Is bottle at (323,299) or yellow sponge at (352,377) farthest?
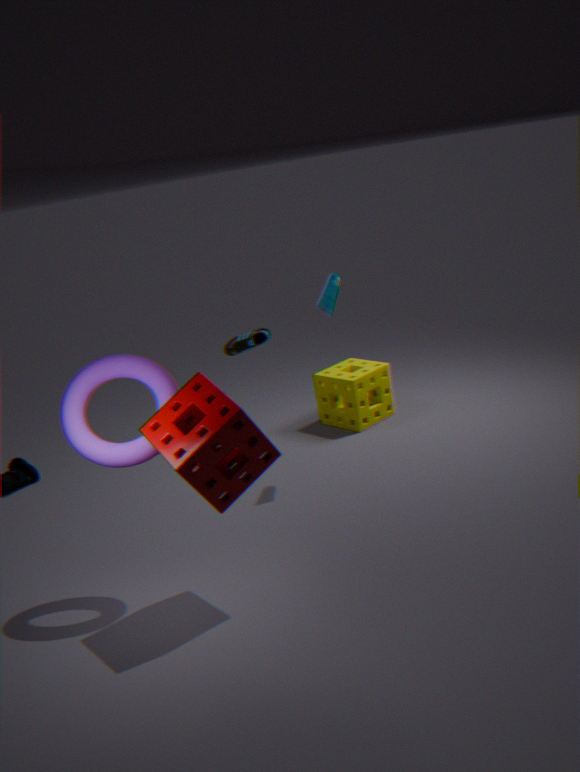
yellow sponge at (352,377)
